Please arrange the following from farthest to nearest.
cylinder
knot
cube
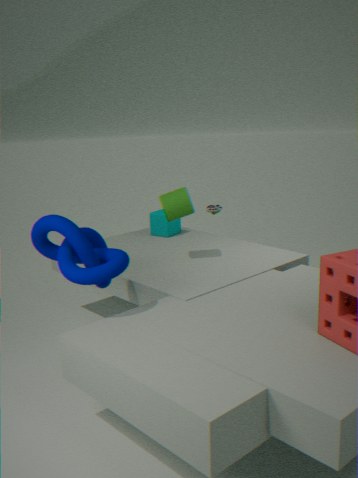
cube, cylinder, knot
